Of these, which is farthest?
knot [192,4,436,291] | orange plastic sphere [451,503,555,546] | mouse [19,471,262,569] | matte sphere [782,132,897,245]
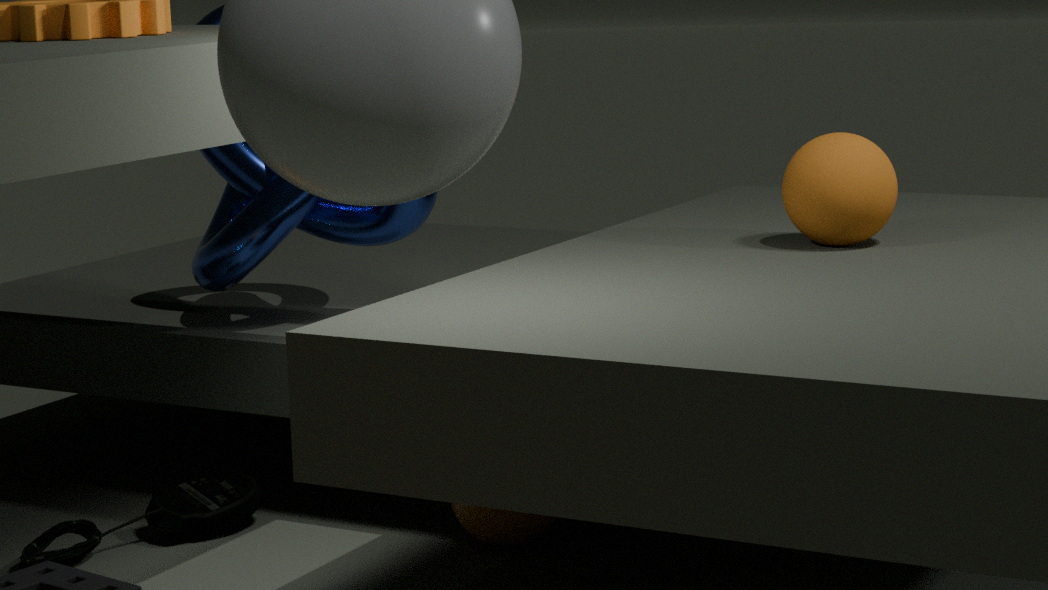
knot [192,4,436,291]
